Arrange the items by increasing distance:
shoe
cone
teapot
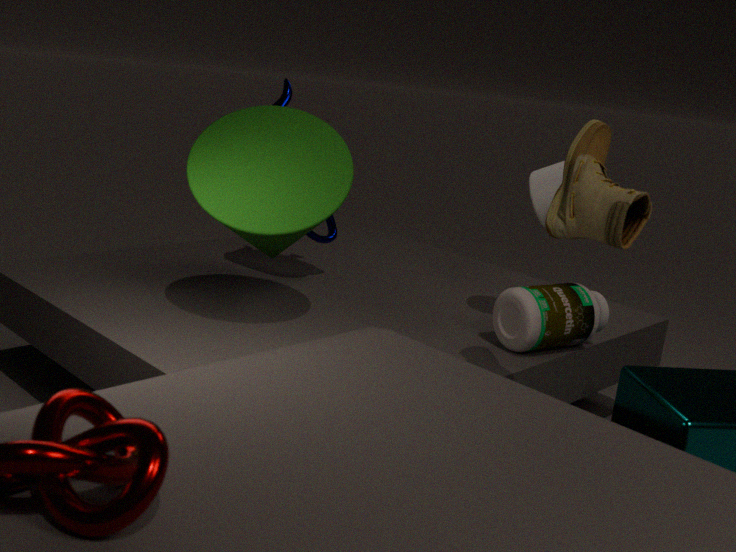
1. shoe
2. cone
3. teapot
